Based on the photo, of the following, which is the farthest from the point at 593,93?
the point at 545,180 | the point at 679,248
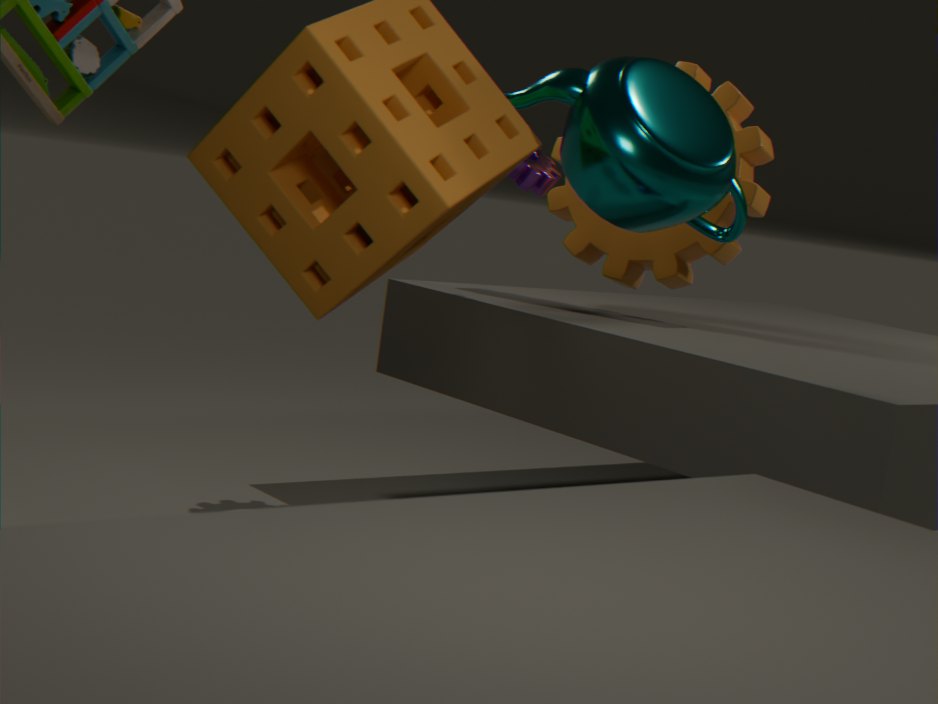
the point at 679,248
